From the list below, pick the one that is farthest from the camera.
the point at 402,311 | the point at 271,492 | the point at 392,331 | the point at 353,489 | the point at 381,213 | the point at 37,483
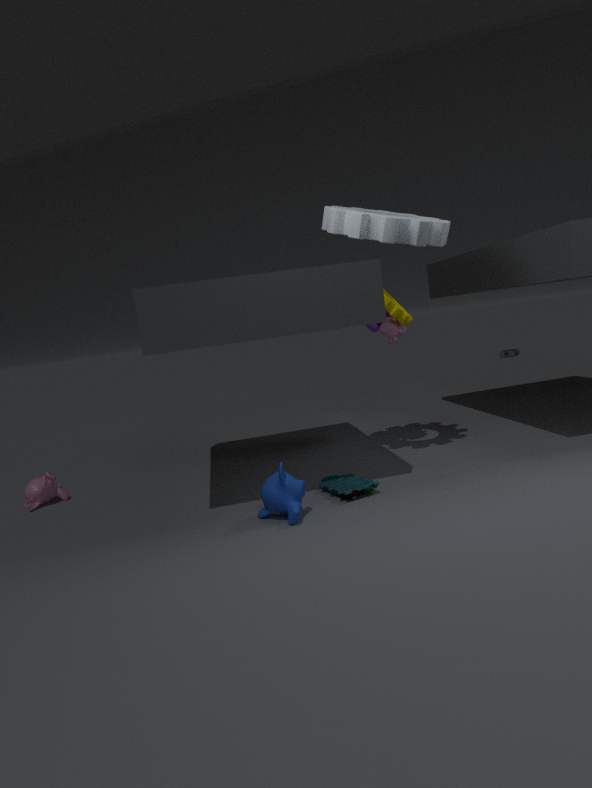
the point at 392,331
